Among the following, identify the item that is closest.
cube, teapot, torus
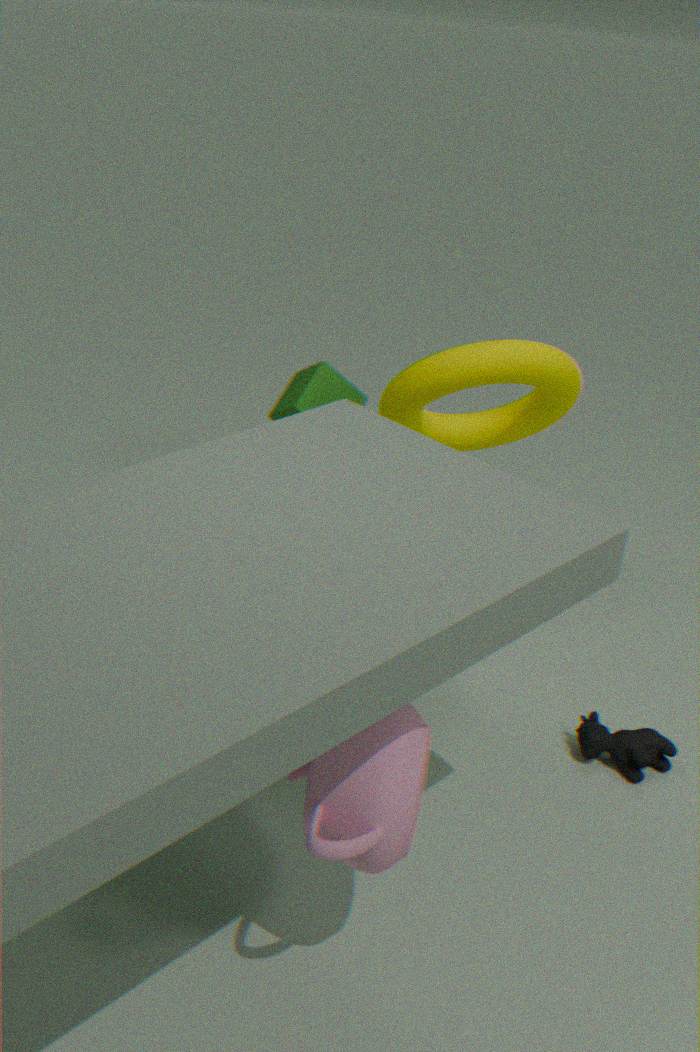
teapot
